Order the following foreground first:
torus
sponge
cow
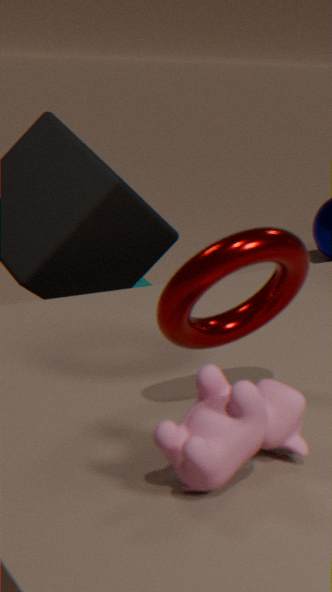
1. cow
2. torus
3. sponge
